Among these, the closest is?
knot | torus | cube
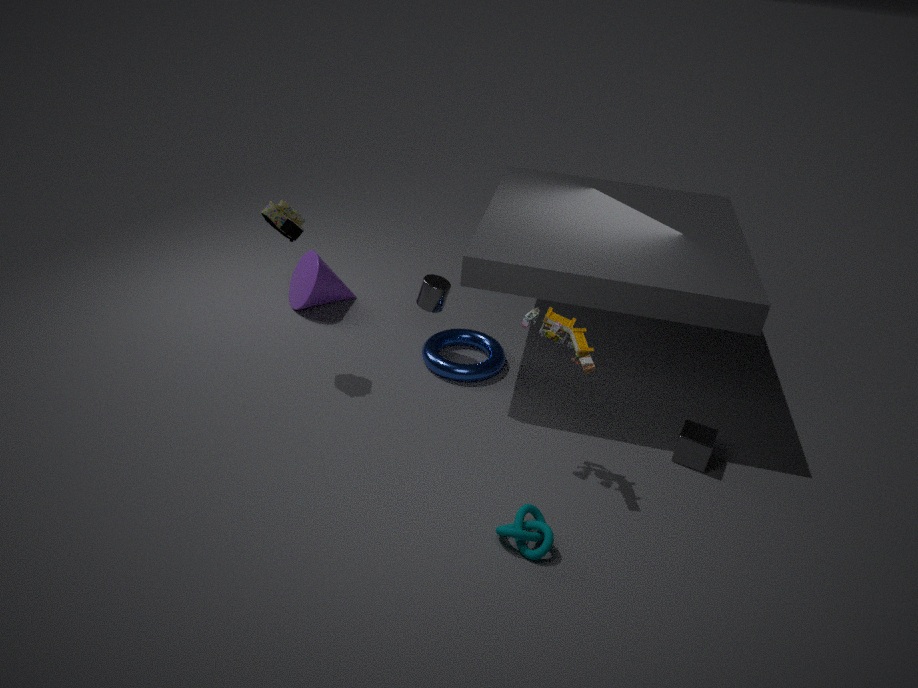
knot
